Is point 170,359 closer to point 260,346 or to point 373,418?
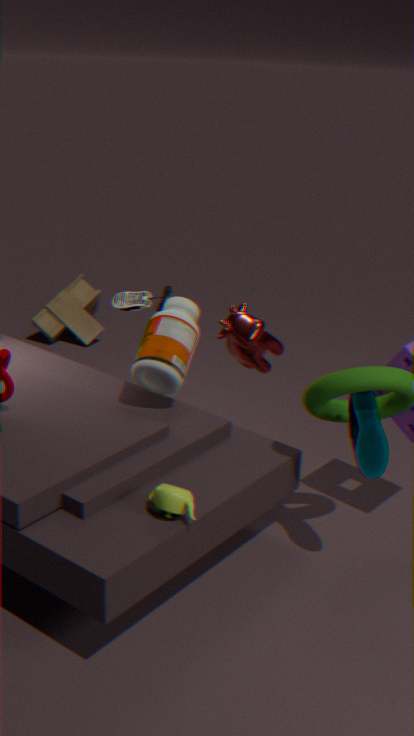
point 260,346
